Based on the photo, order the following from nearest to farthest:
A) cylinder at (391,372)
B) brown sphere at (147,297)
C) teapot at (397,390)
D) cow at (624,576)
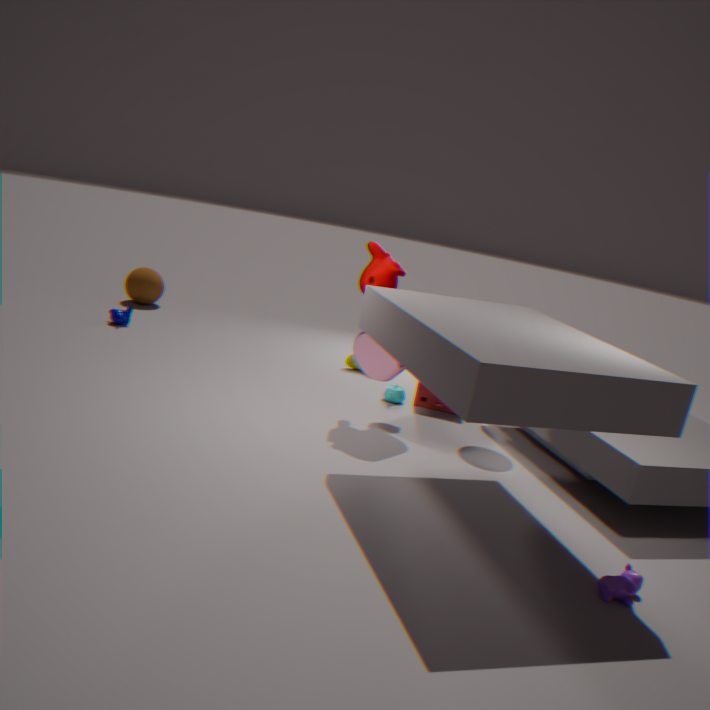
cow at (624,576), cylinder at (391,372), teapot at (397,390), brown sphere at (147,297)
